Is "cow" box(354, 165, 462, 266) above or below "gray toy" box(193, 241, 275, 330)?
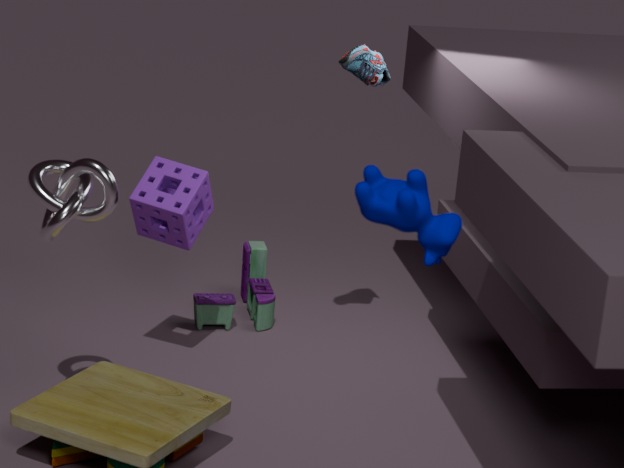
above
